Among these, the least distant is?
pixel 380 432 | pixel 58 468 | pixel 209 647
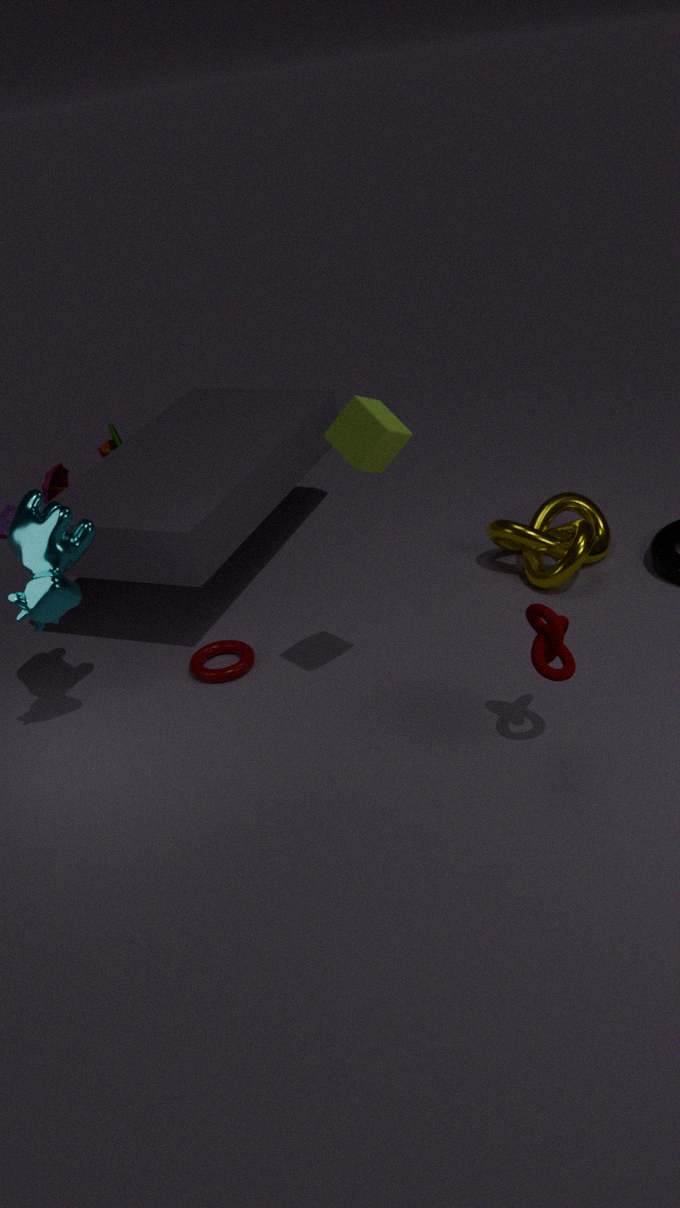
pixel 380 432
